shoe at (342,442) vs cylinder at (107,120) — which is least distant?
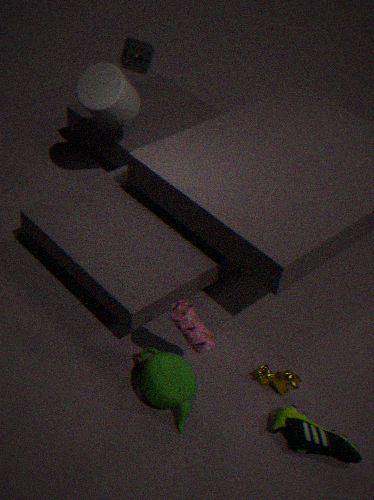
shoe at (342,442)
